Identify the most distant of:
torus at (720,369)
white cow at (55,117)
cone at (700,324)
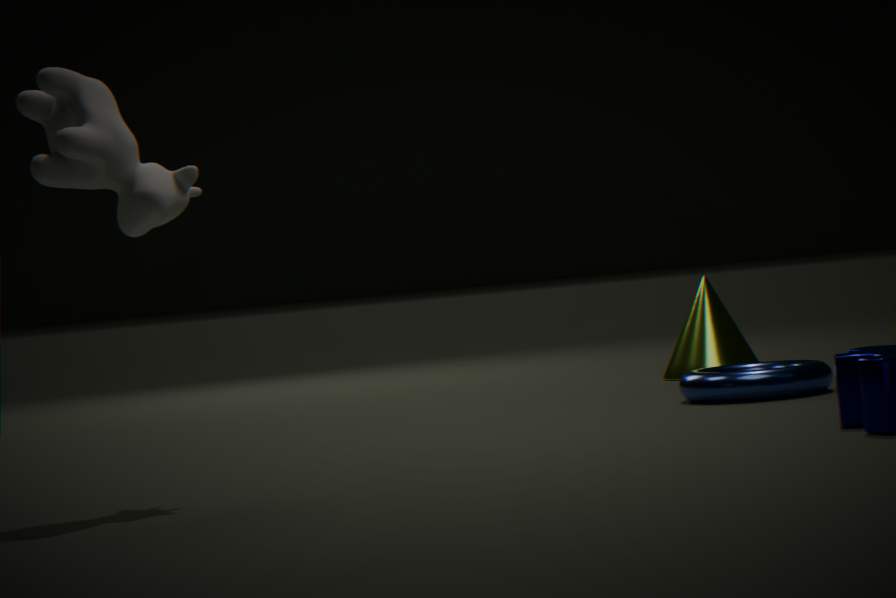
cone at (700,324)
